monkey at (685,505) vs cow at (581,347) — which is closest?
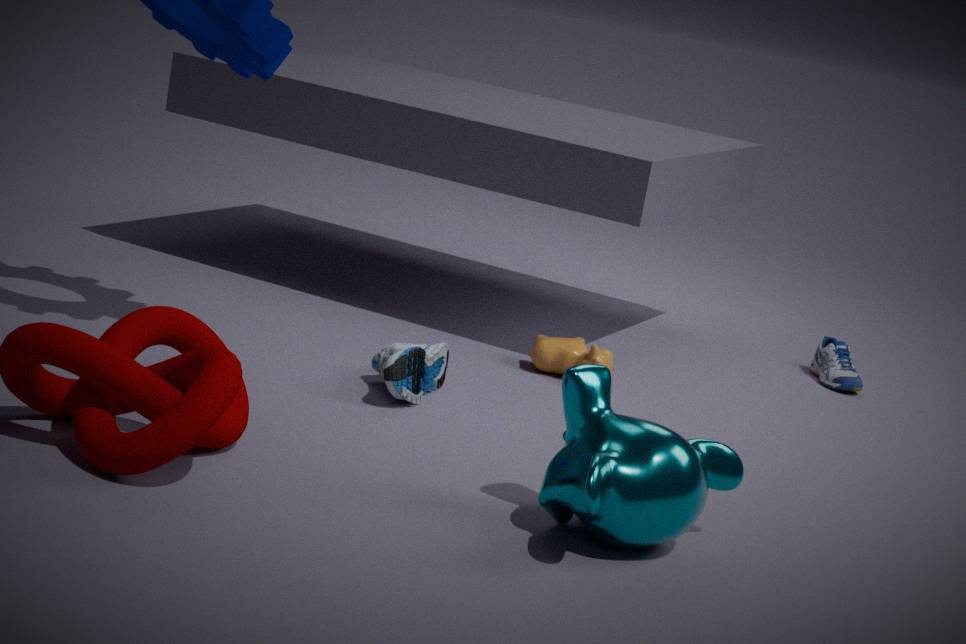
monkey at (685,505)
